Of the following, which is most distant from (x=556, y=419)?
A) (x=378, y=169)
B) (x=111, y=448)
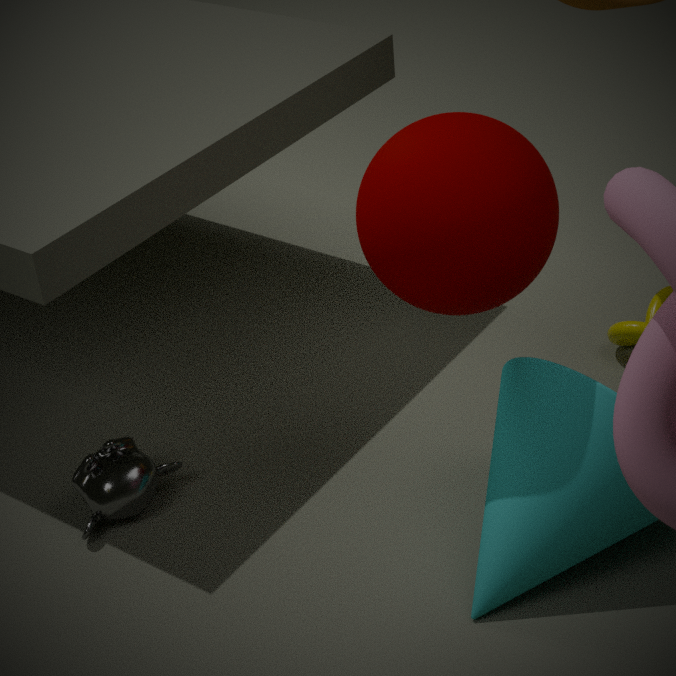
(x=111, y=448)
